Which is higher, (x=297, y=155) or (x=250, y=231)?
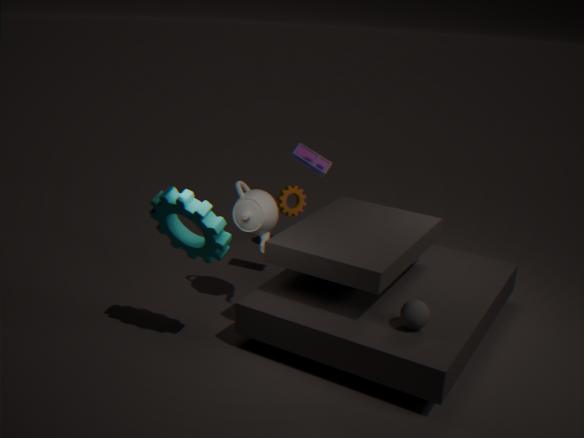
(x=297, y=155)
